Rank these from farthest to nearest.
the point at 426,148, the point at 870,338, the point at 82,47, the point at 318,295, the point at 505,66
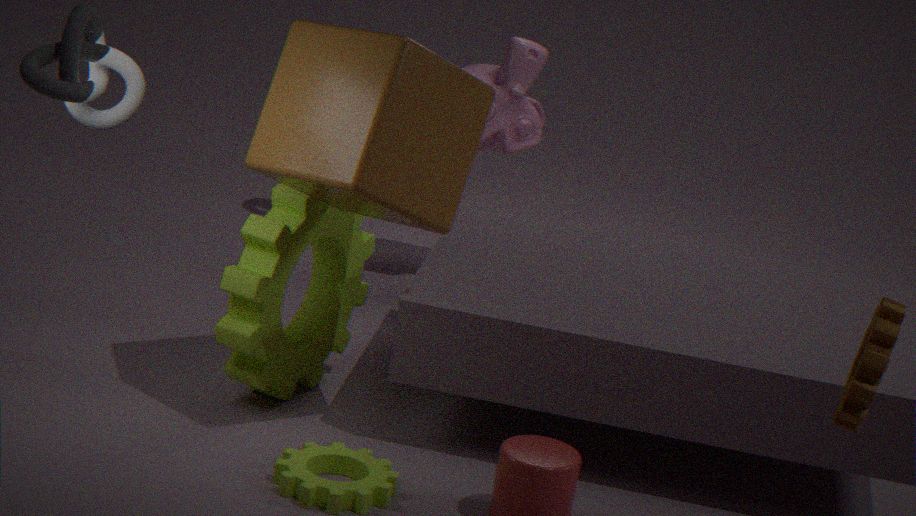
the point at 505,66, the point at 318,295, the point at 426,148, the point at 82,47, the point at 870,338
